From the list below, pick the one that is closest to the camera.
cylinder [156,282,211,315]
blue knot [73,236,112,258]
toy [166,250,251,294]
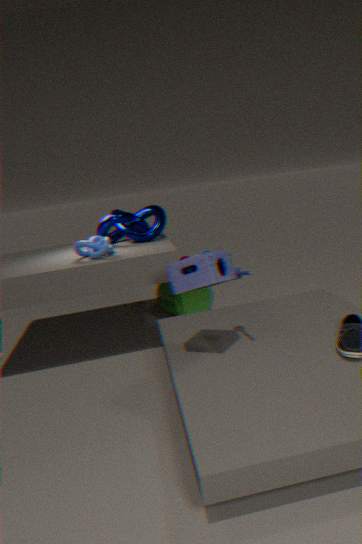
toy [166,250,251,294]
